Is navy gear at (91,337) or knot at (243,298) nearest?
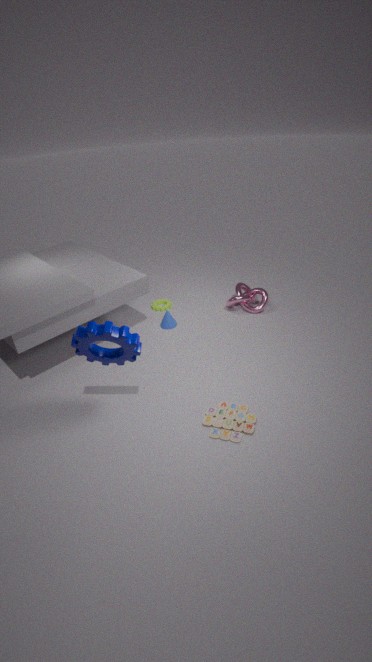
navy gear at (91,337)
